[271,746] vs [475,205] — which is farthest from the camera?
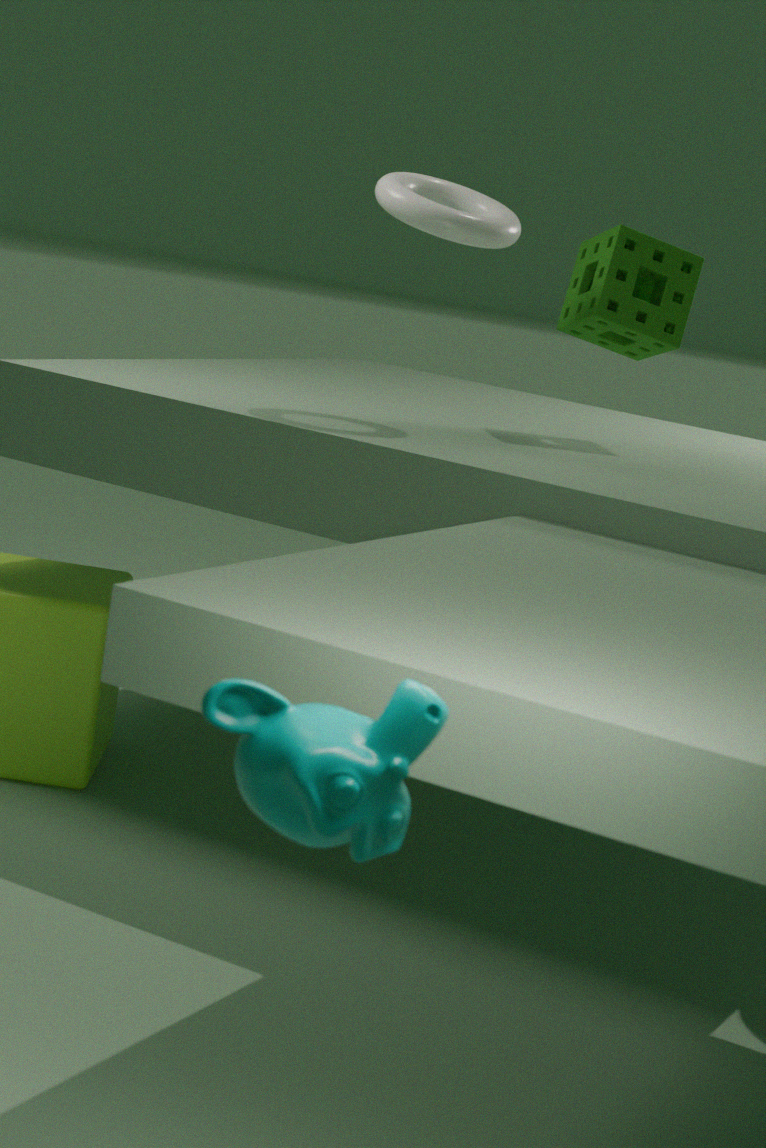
[475,205]
